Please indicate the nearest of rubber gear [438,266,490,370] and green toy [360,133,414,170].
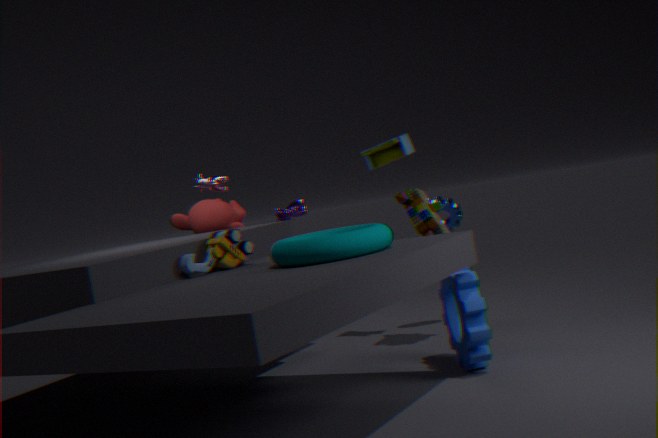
rubber gear [438,266,490,370]
